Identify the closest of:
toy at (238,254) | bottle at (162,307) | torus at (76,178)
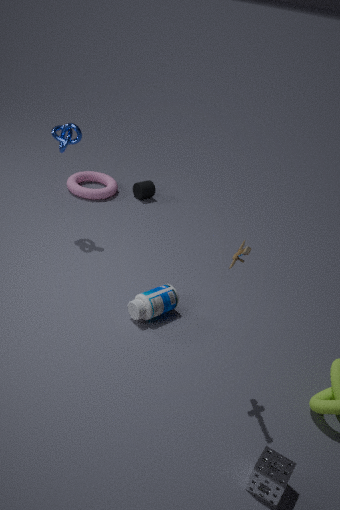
toy at (238,254)
